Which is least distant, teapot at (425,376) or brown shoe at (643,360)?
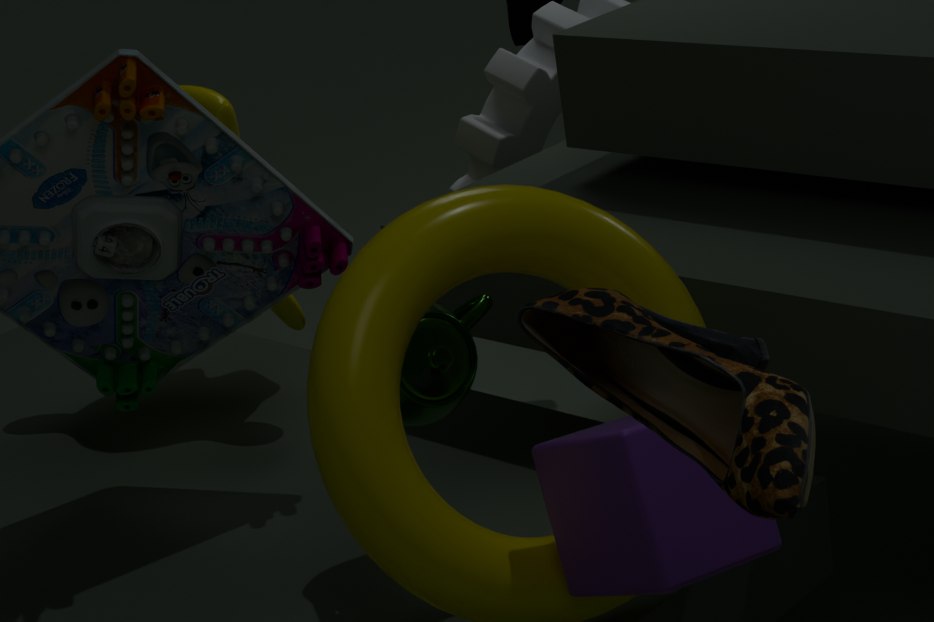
brown shoe at (643,360)
